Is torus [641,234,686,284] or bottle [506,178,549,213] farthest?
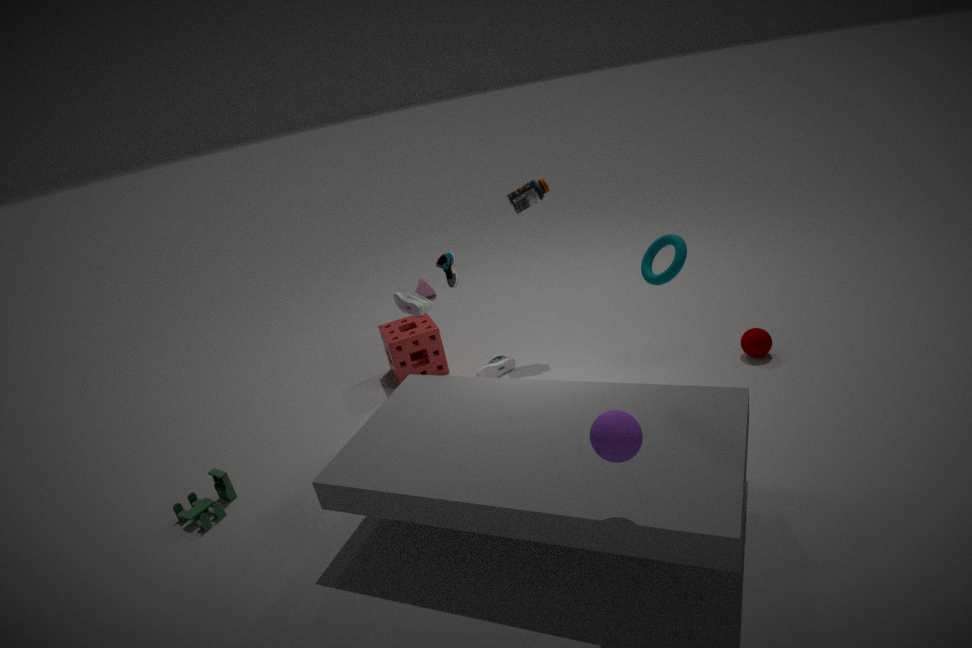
bottle [506,178,549,213]
